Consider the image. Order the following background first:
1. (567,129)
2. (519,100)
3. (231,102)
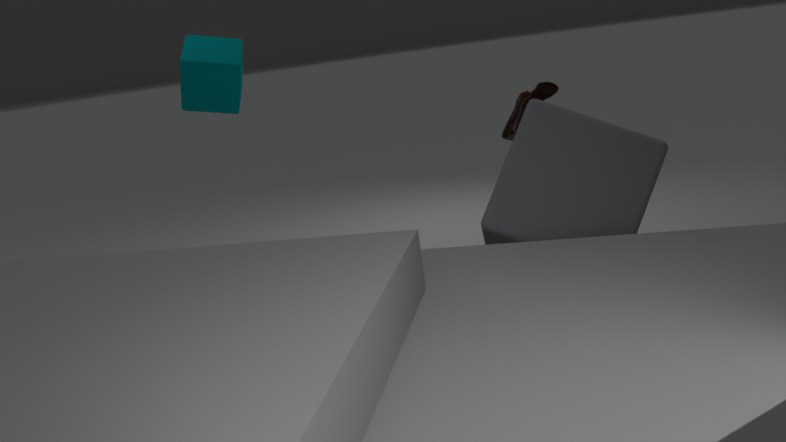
(519,100)
(231,102)
(567,129)
